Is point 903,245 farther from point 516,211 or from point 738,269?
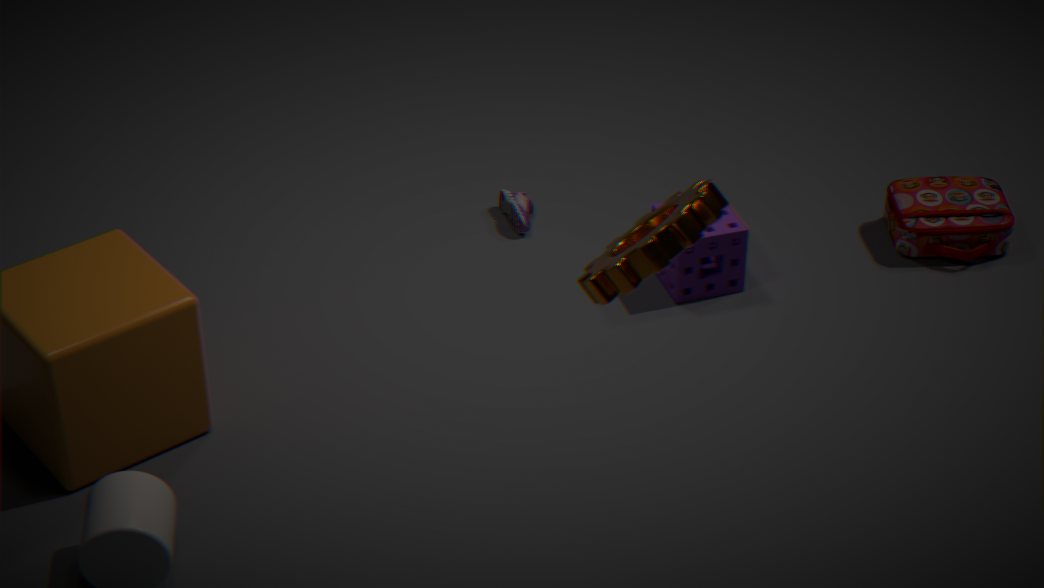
point 516,211
